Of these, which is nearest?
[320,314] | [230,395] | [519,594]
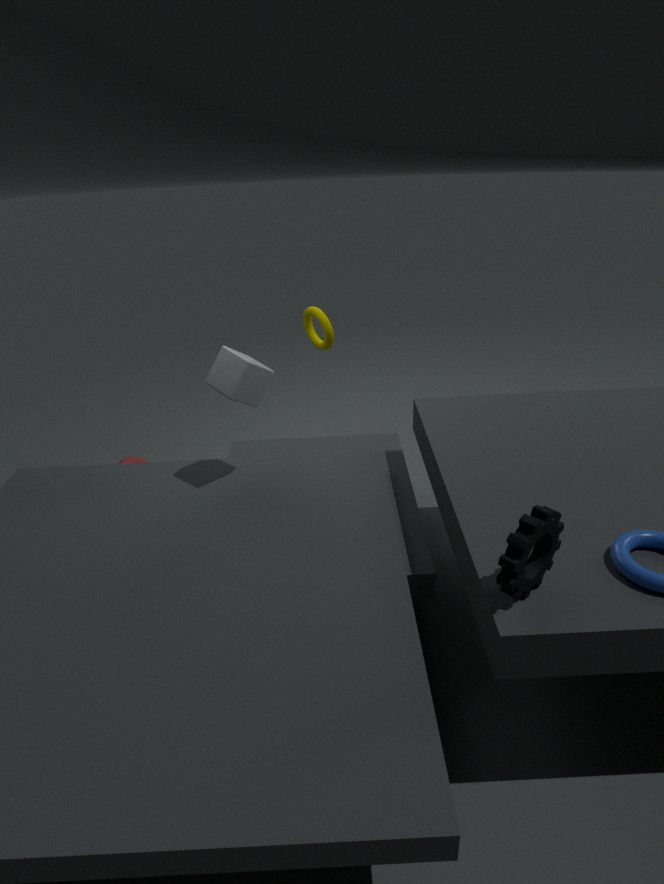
[519,594]
